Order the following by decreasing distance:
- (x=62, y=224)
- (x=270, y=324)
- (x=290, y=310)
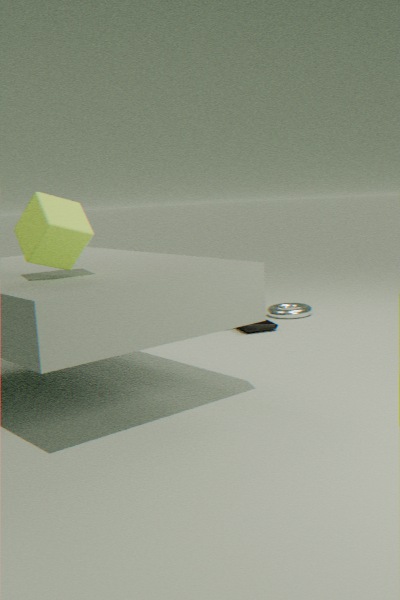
1. (x=290, y=310)
2. (x=270, y=324)
3. (x=62, y=224)
